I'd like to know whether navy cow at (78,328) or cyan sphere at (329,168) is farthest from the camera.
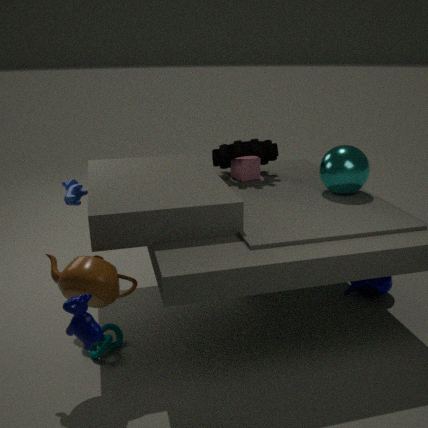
cyan sphere at (329,168)
